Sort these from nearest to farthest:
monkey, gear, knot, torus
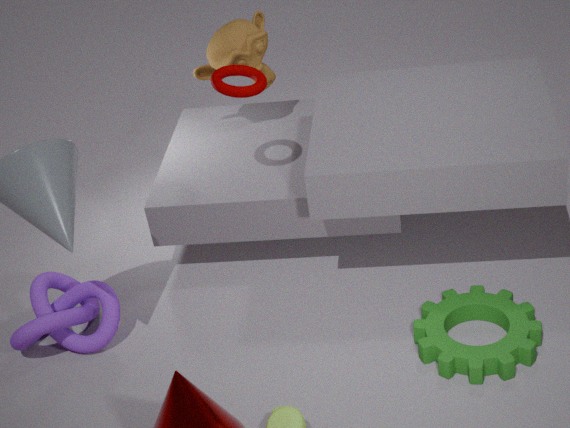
gear < knot < torus < monkey
